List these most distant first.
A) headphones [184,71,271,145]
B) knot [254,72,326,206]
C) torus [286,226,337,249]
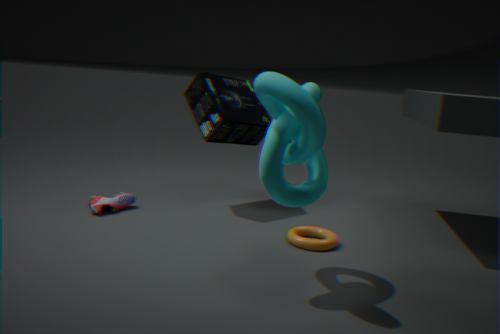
A. headphones [184,71,271,145]
C. torus [286,226,337,249]
B. knot [254,72,326,206]
